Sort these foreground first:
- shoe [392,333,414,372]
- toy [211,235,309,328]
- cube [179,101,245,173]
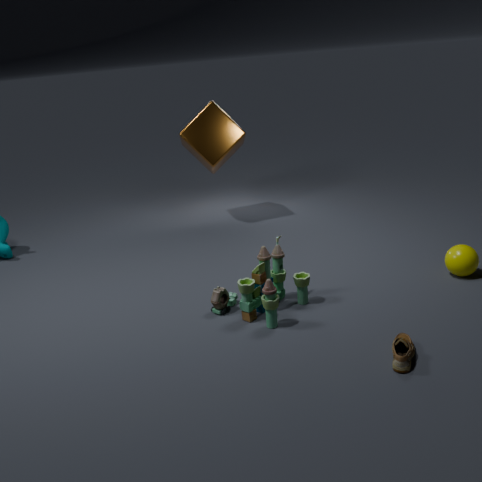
shoe [392,333,414,372] < toy [211,235,309,328] < cube [179,101,245,173]
